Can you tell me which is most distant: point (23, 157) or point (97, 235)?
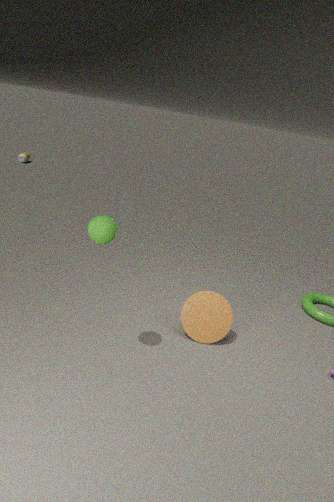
point (23, 157)
